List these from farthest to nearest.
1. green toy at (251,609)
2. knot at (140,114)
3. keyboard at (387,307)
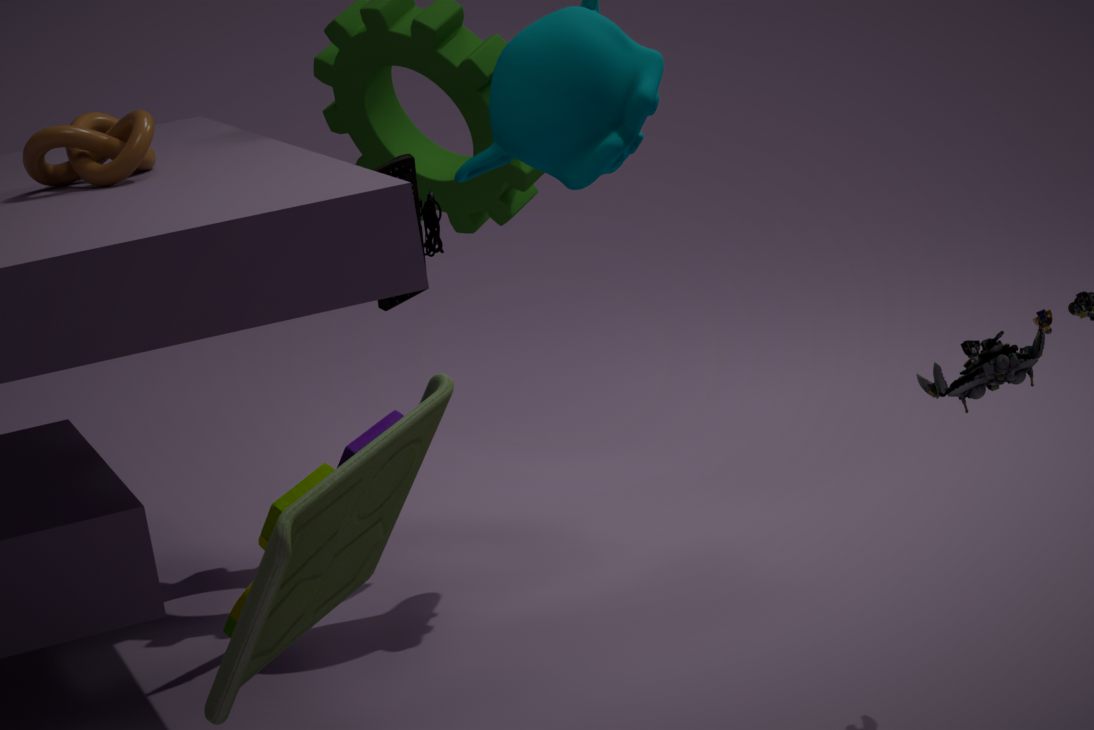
keyboard at (387,307) → knot at (140,114) → green toy at (251,609)
